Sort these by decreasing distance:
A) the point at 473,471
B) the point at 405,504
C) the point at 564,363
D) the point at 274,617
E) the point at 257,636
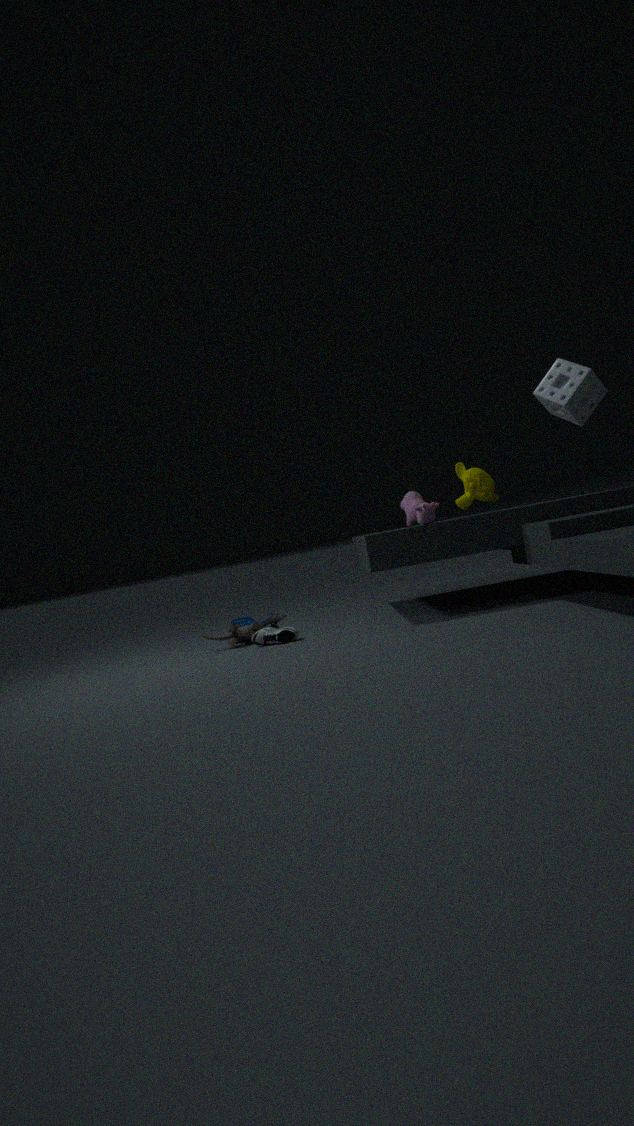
the point at 274,617, the point at 405,504, the point at 257,636, the point at 473,471, the point at 564,363
